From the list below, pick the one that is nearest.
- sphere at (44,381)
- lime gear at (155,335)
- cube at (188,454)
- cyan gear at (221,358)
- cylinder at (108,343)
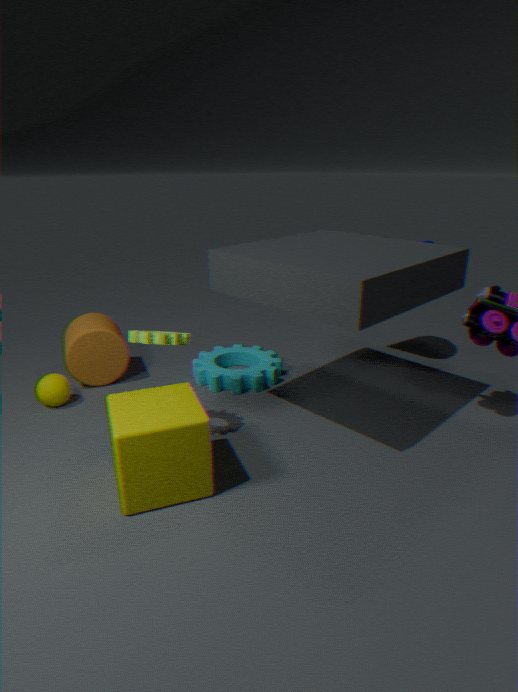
cube at (188,454)
